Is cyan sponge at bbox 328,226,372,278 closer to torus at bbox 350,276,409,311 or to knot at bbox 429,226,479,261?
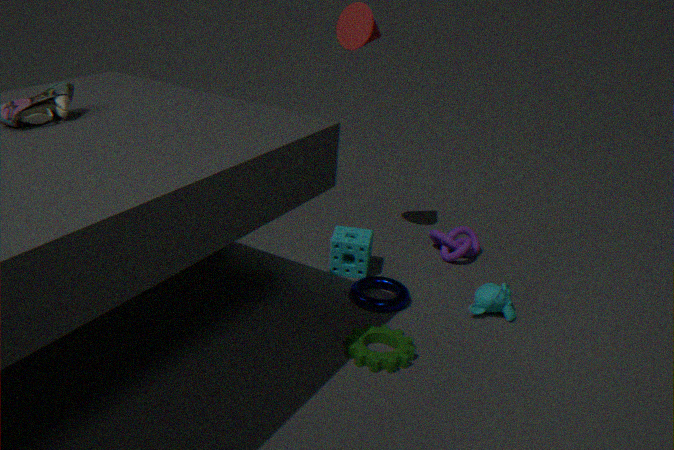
torus at bbox 350,276,409,311
